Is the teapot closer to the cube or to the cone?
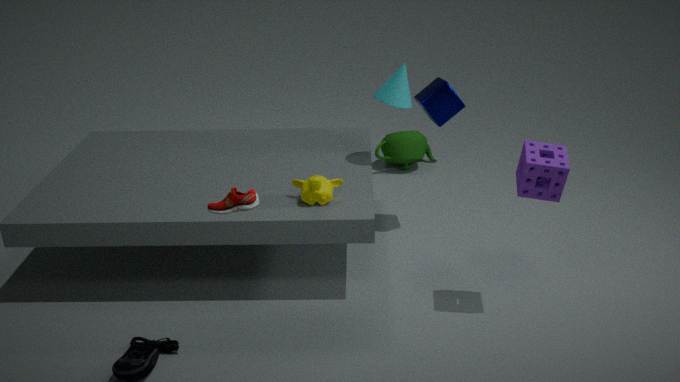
the cube
